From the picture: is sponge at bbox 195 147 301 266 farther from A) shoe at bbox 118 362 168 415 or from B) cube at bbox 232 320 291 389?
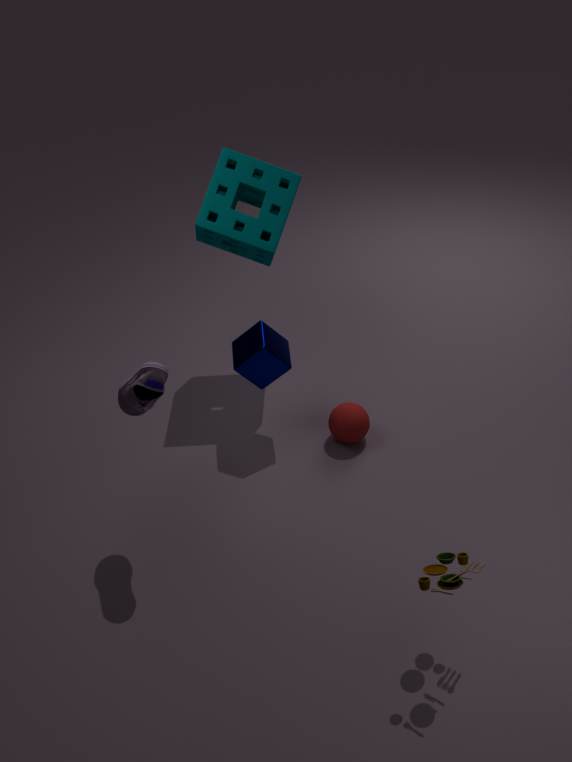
A) shoe at bbox 118 362 168 415
